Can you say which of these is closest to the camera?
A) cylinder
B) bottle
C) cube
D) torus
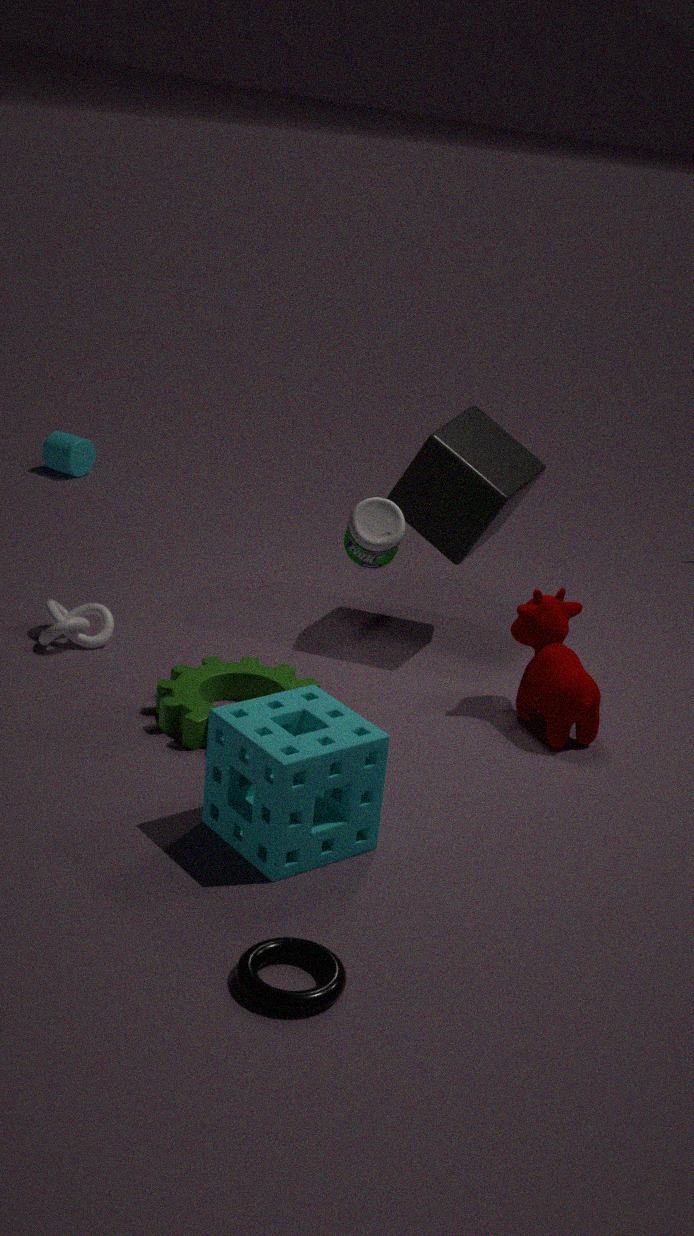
torus
